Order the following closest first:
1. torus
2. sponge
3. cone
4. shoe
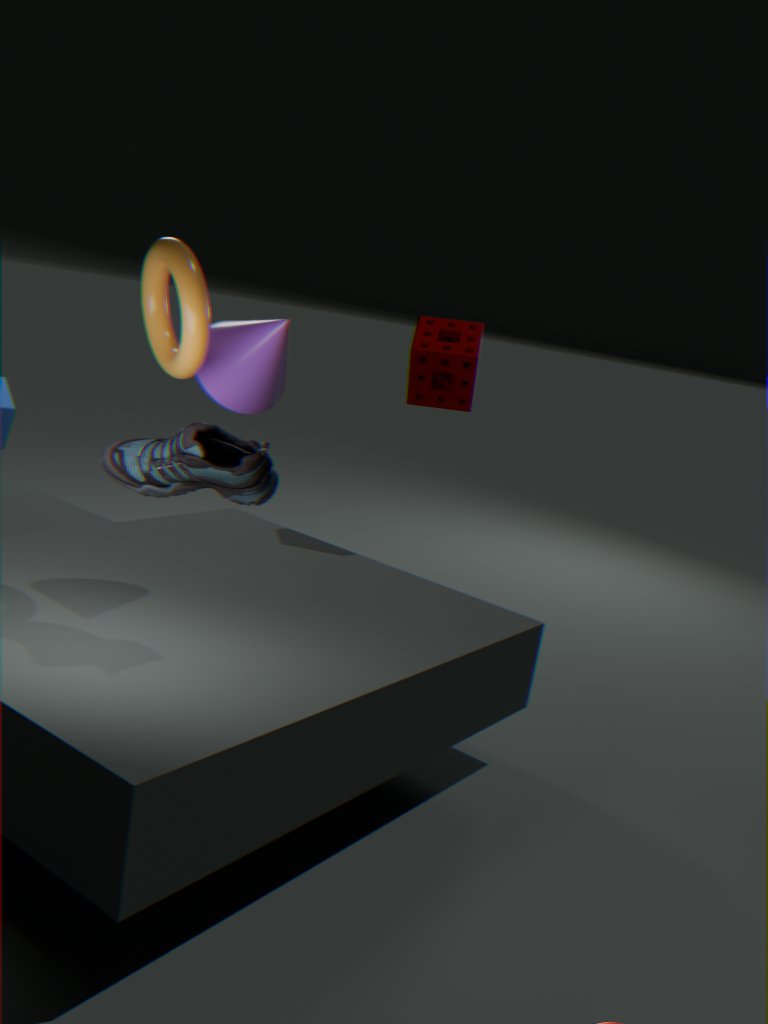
shoe, torus, cone, sponge
